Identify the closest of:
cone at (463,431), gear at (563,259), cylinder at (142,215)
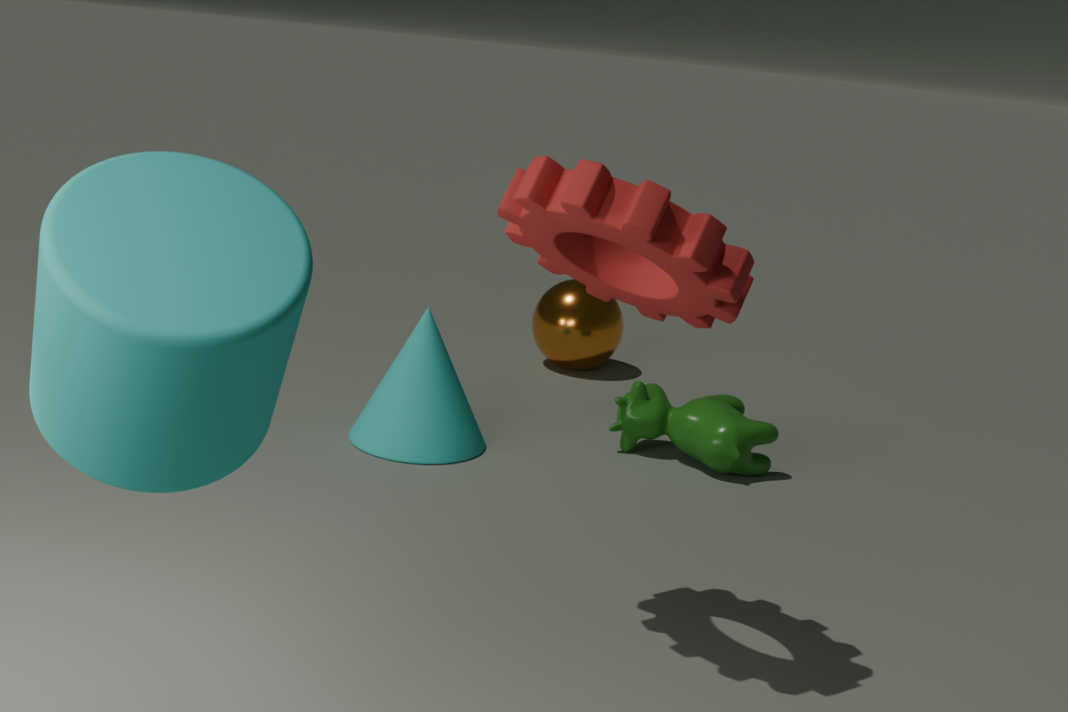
cylinder at (142,215)
